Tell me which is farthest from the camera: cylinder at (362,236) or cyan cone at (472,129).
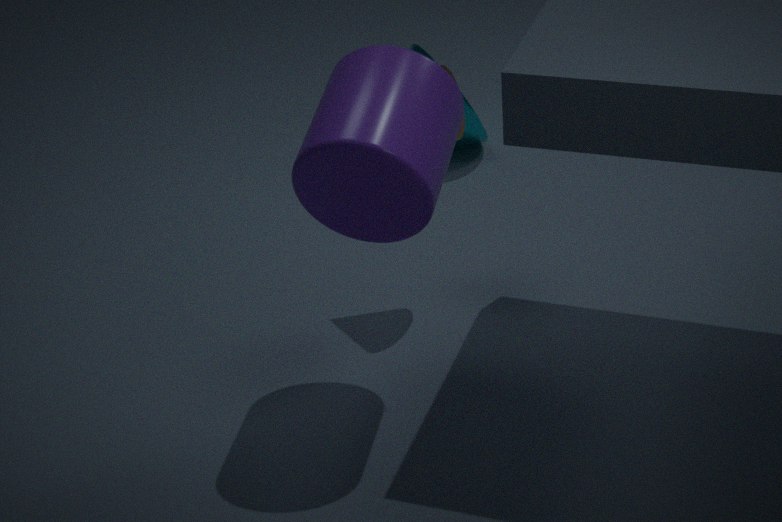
cyan cone at (472,129)
